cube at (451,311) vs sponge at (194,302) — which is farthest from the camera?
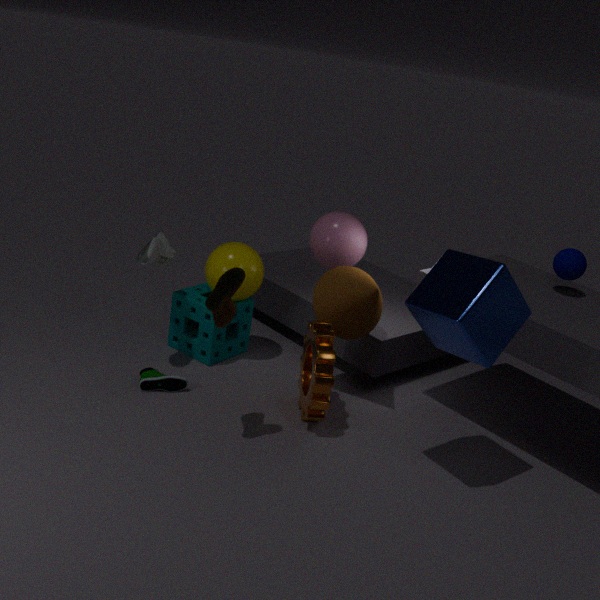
sponge at (194,302)
